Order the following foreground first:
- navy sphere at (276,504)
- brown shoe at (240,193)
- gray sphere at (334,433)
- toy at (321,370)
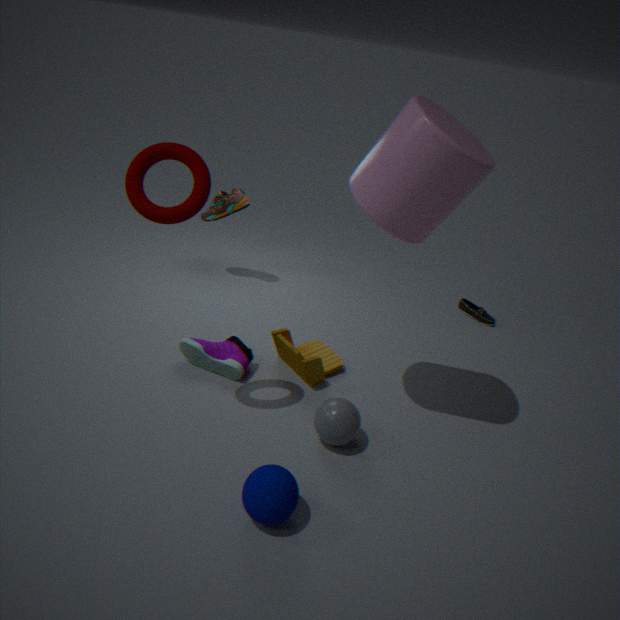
navy sphere at (276,504) → gray sphere at (334,433) → toy at (321,370) → brown shoe at (240,193)
